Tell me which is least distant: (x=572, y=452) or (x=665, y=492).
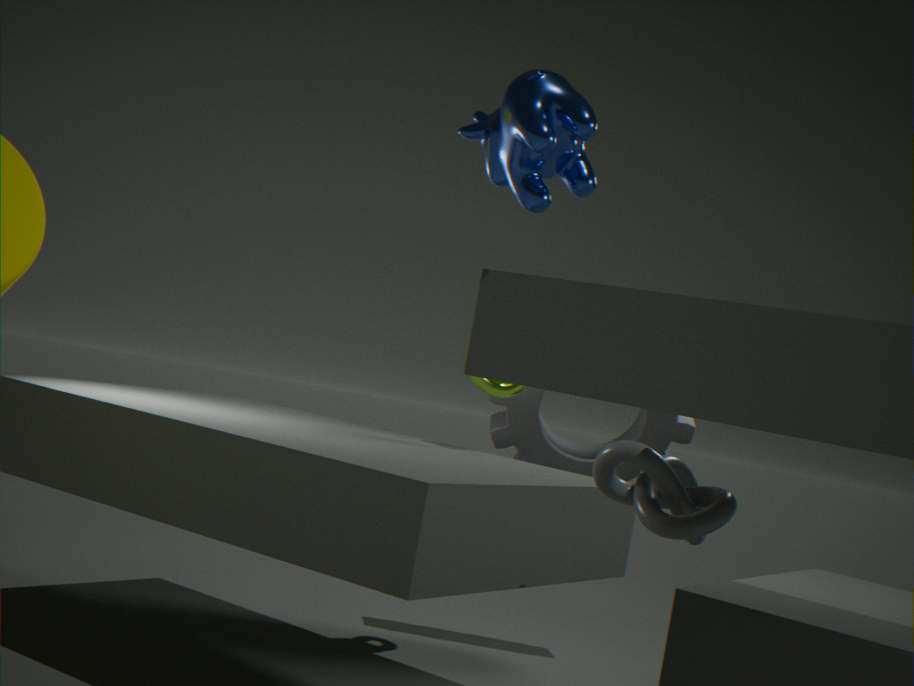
(x=665, y=492)
